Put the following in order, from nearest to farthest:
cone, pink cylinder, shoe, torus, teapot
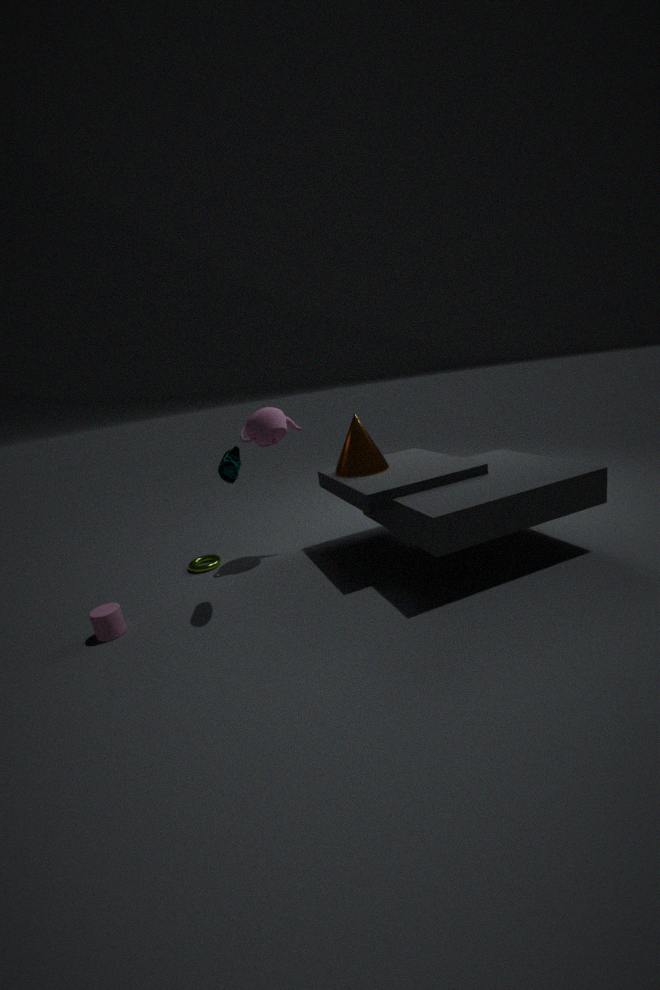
shoe
pink cylinder
cone
teapot
torus
